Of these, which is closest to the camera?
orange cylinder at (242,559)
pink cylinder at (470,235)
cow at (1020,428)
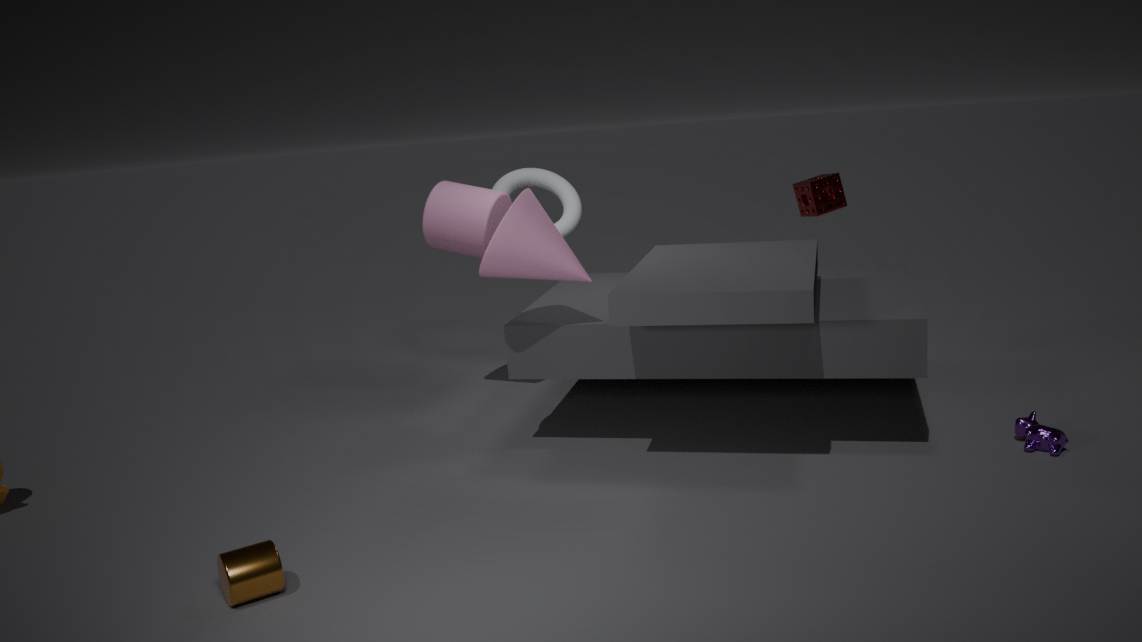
orange cylinder at (242,559)
